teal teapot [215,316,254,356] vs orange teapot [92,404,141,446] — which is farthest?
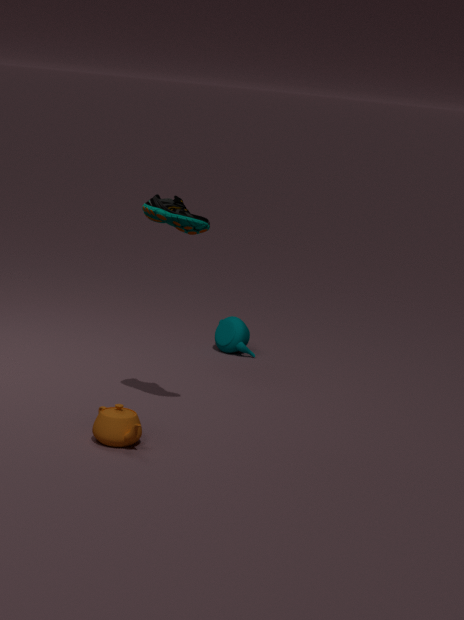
teal teapot [215,316,254,356]
